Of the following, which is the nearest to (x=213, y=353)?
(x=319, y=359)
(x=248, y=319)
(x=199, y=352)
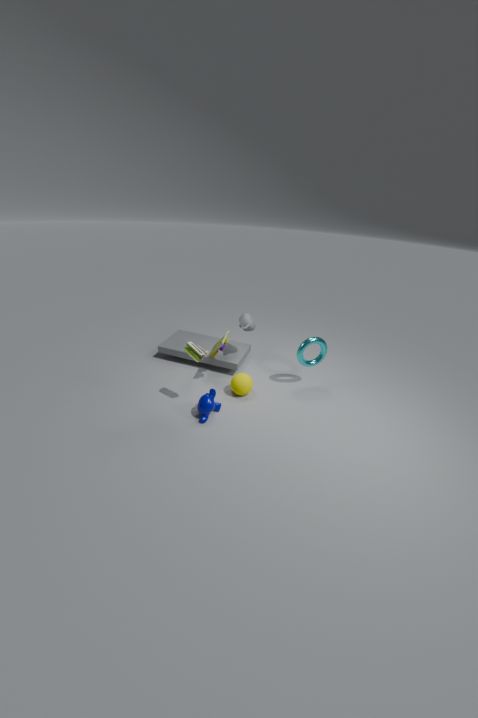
(x=248, y=319)
